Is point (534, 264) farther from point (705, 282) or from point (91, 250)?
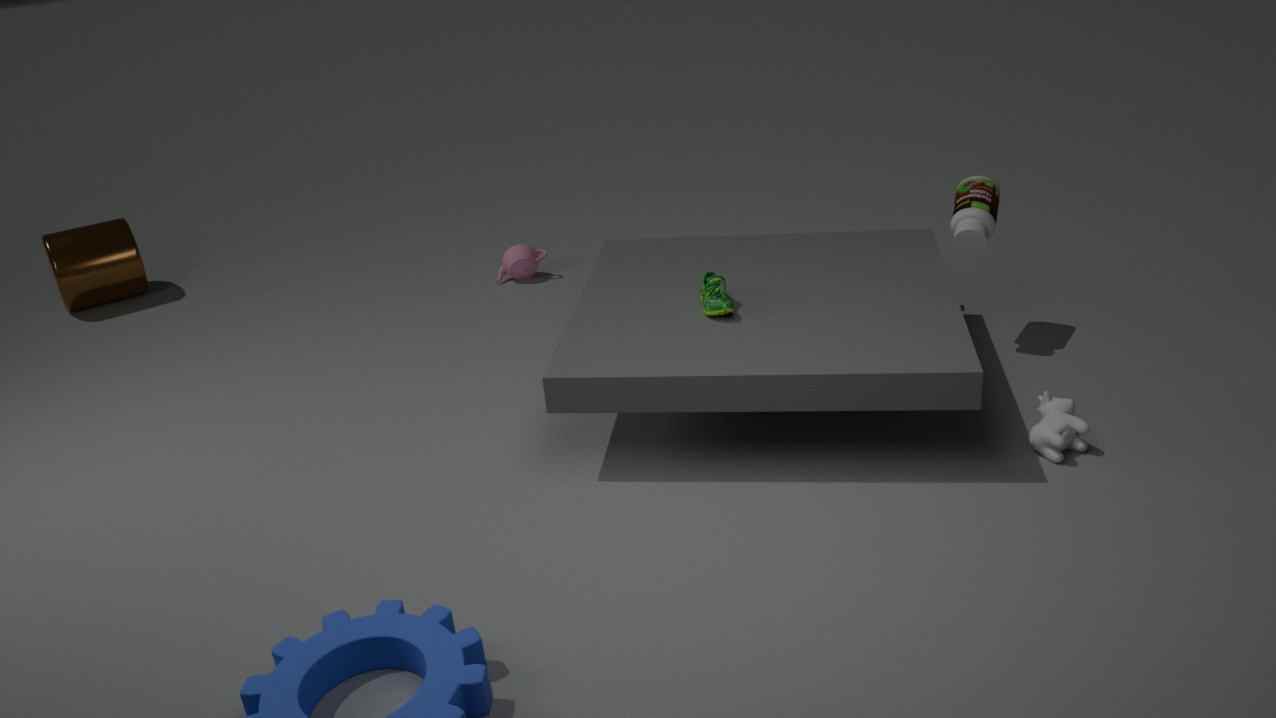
point (91, 250)
